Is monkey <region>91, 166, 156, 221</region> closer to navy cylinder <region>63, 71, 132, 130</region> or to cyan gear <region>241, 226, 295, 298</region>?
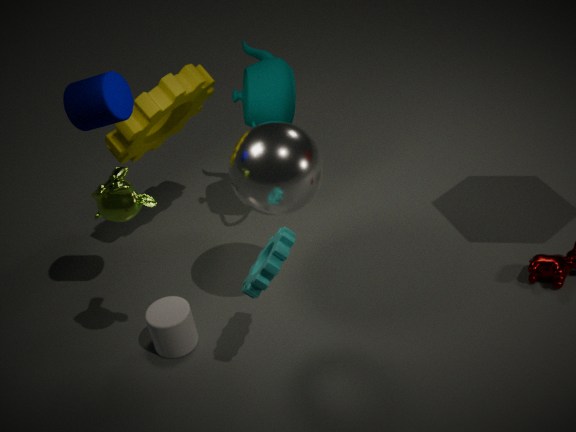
navy cylinder <region>63, 71, 132, 130</region>
